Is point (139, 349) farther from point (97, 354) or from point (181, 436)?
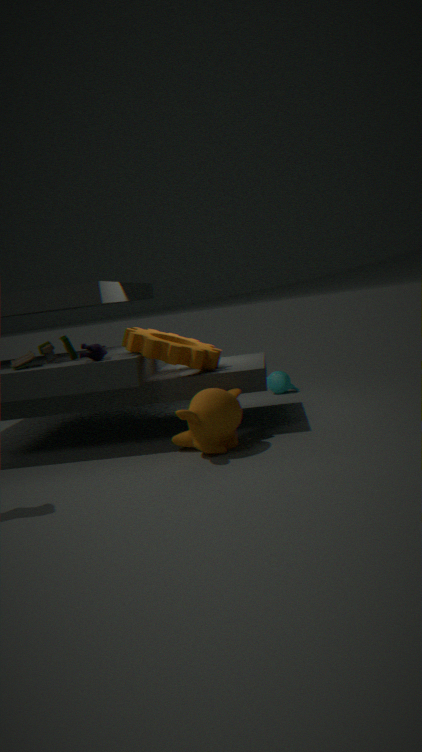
point (181, 436)
